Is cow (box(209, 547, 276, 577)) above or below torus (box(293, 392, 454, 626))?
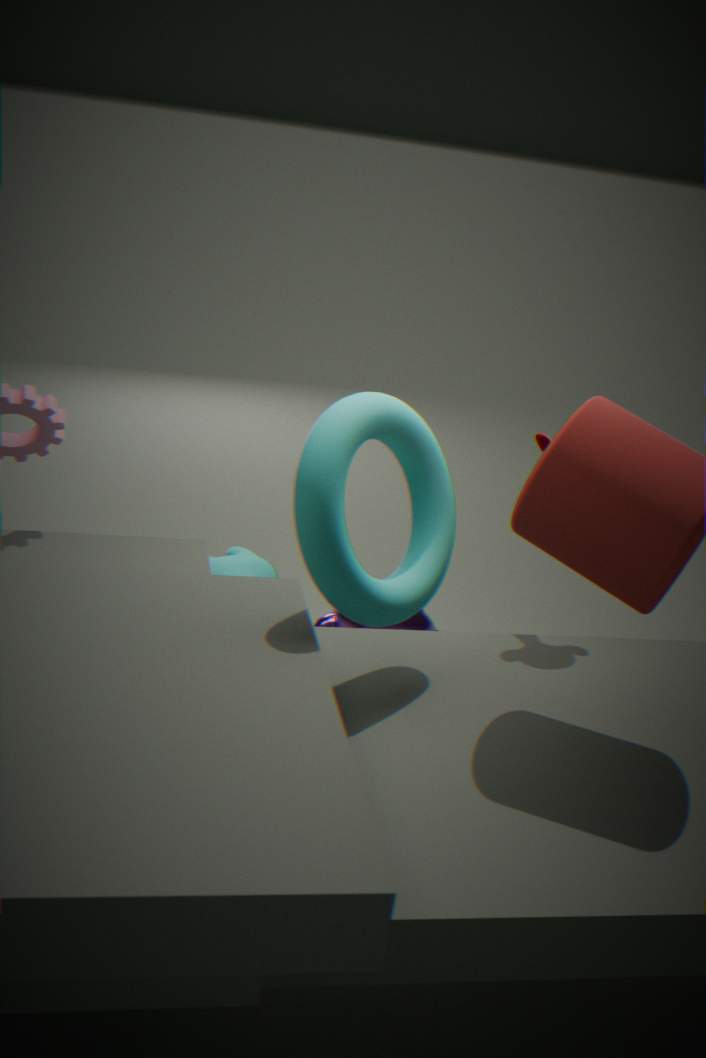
below
